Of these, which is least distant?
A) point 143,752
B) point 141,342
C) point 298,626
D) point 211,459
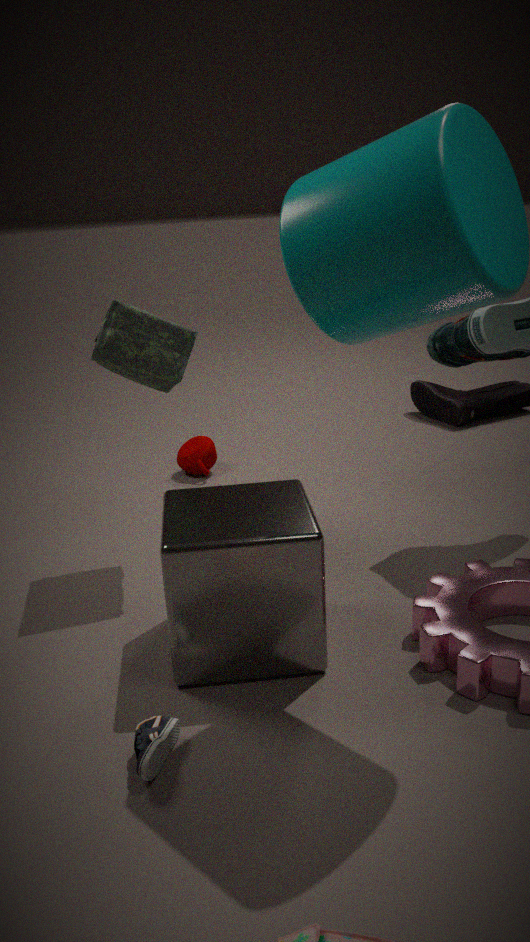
point 143,752
